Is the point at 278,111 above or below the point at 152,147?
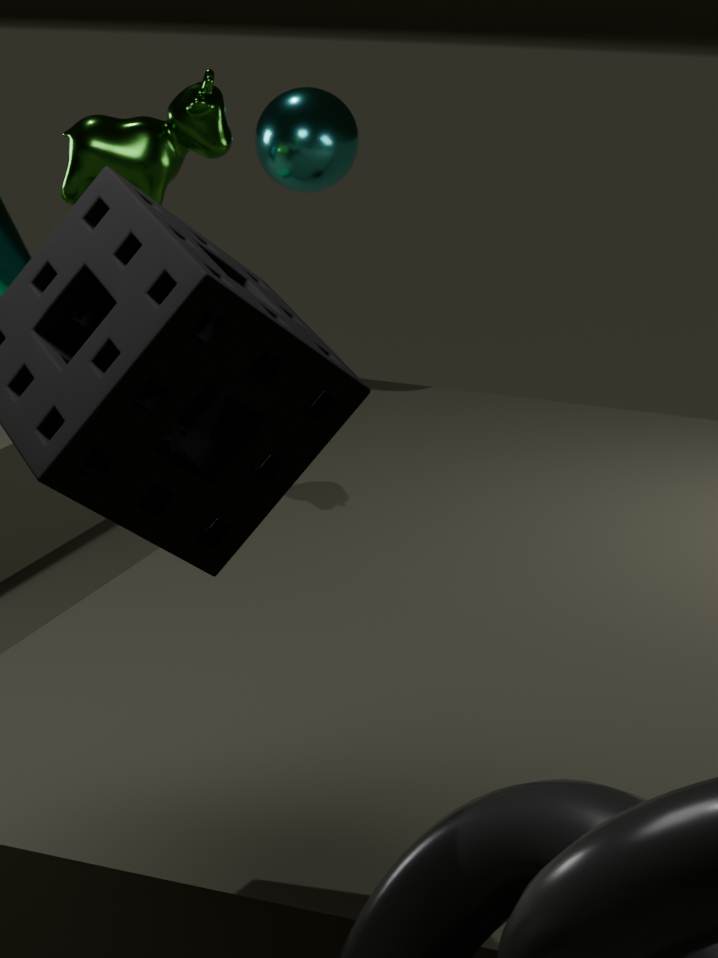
below
